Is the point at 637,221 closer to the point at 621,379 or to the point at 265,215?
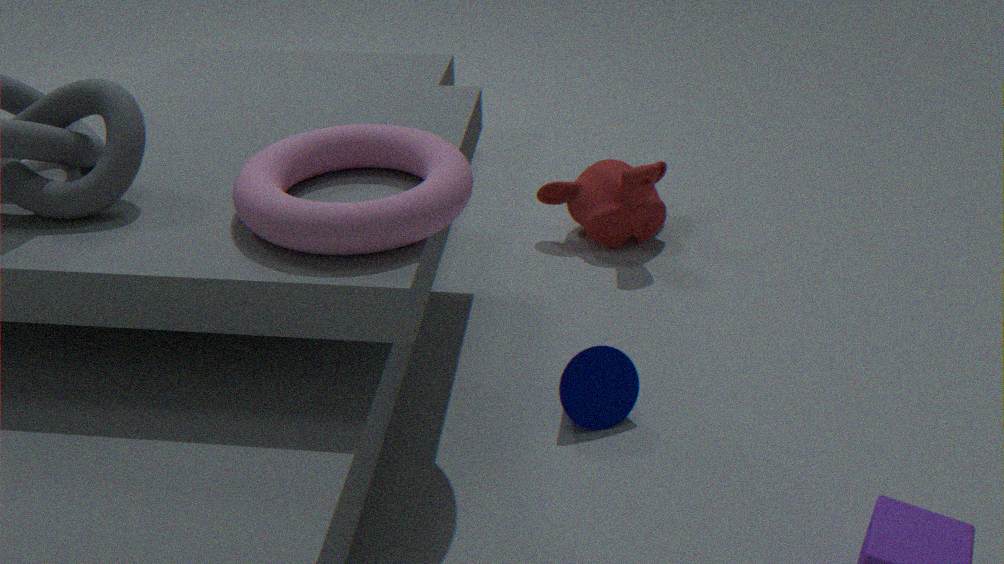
the point at 621,379
